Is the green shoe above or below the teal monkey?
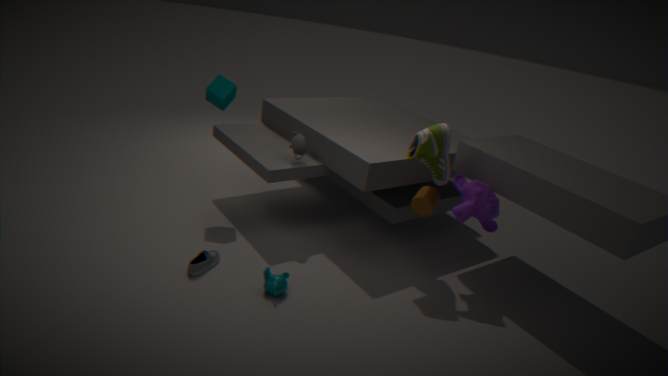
above
